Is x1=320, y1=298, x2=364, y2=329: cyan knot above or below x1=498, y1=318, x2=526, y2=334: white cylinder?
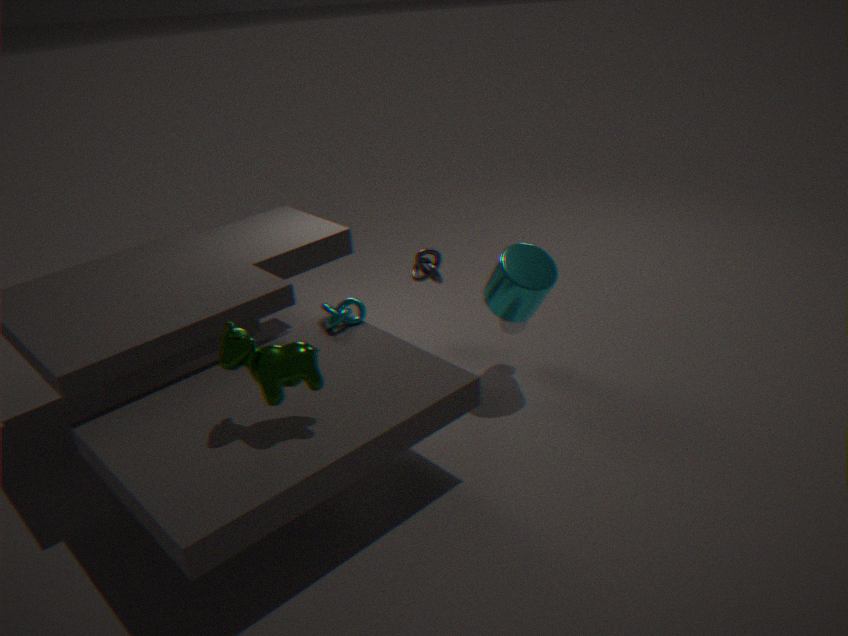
above
